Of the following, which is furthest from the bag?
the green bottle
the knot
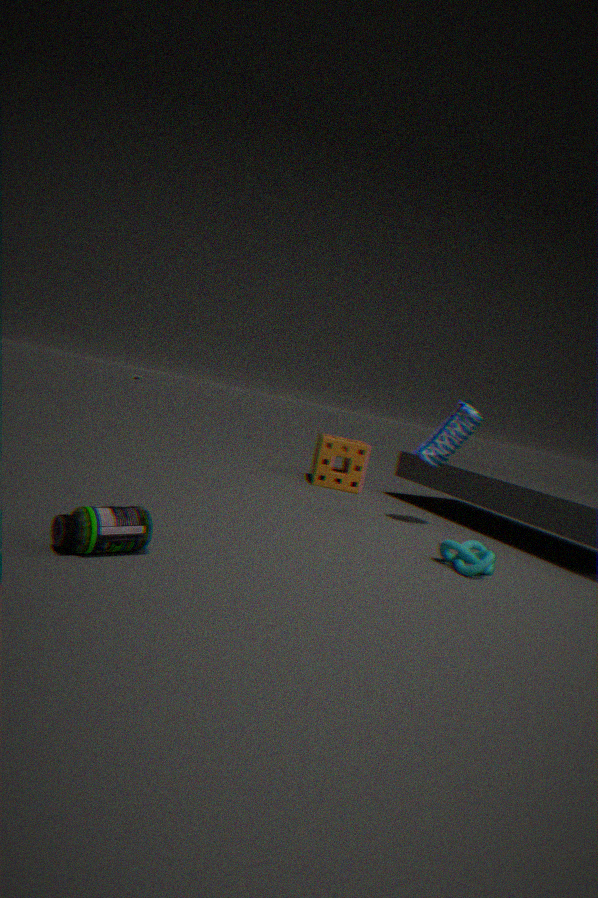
the green bottle
